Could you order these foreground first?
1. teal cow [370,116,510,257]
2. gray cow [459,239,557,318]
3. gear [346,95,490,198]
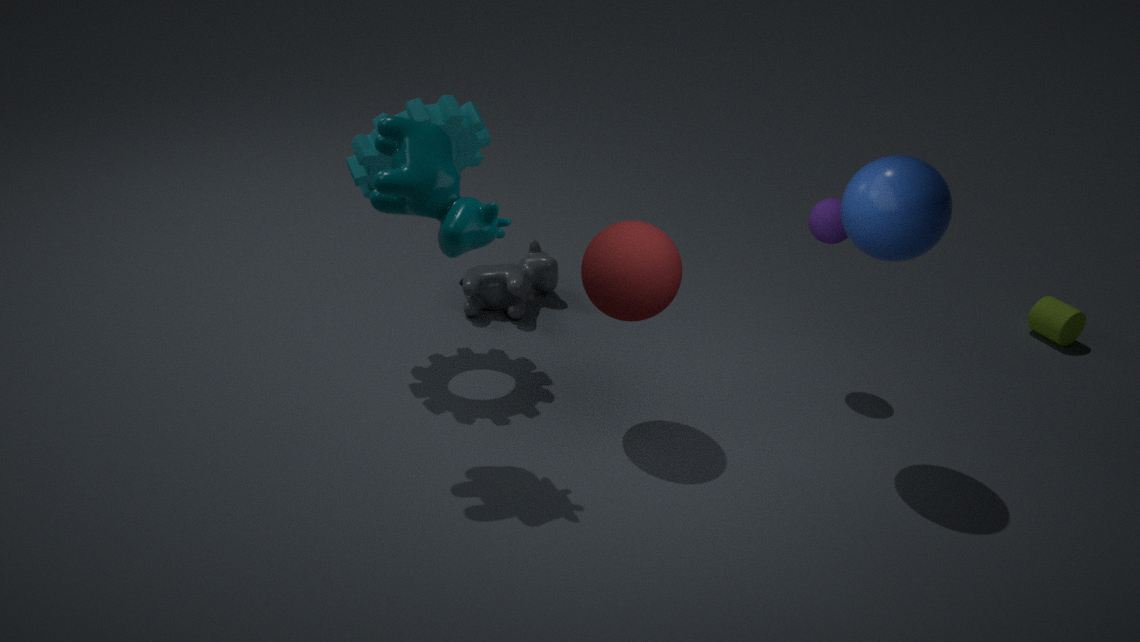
teal cow [370,116,510,257] < gear [346,95,490,198] < gray cow [459,239,557,318]
